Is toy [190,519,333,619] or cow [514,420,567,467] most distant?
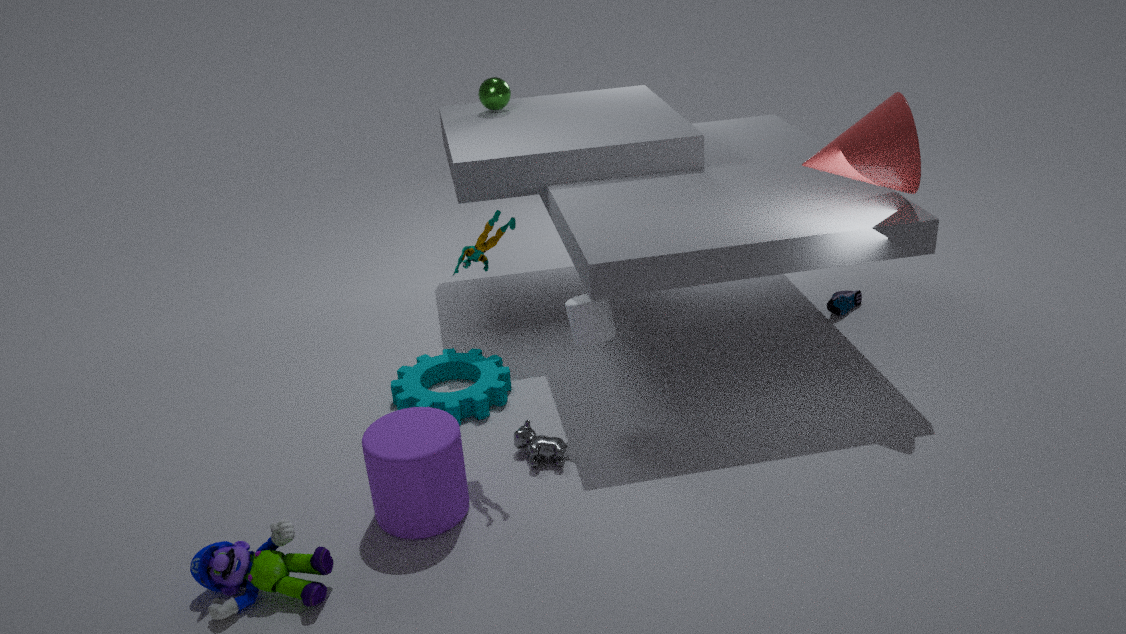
cow [514,420,567,467]
